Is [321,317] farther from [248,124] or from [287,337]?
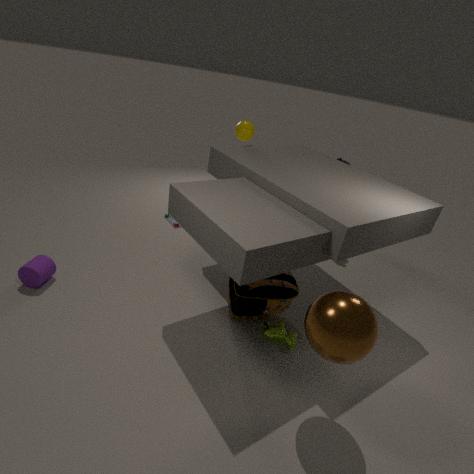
[248,124]
